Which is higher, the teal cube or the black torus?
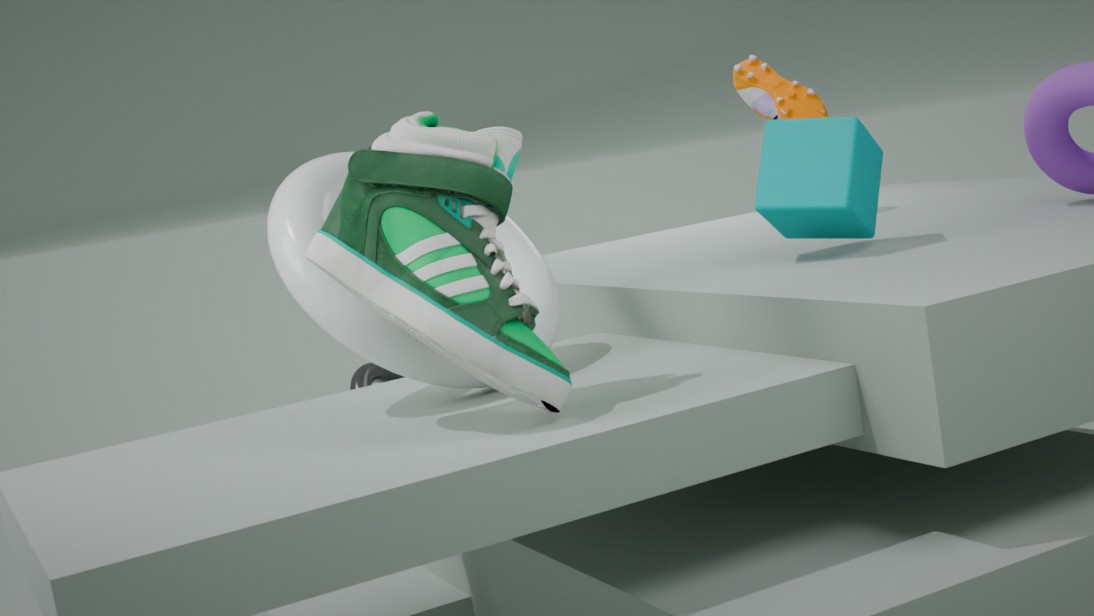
the teal cube
